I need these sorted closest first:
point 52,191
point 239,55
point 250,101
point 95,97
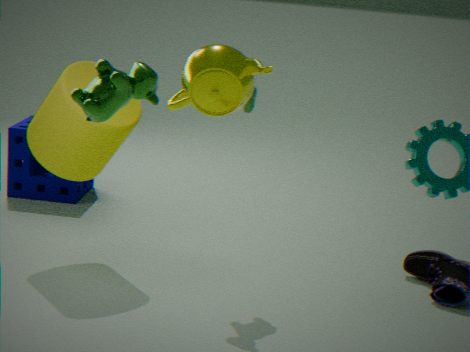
point 239,55 < point 95,97 < point 250,101 < point 52,191
